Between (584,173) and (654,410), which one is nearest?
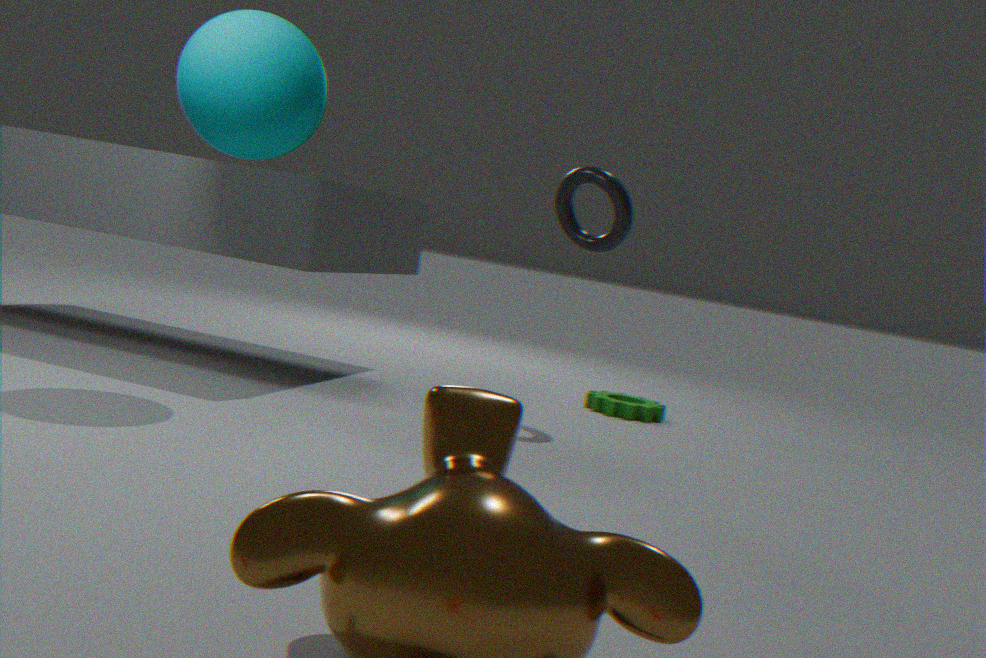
(584,173)
